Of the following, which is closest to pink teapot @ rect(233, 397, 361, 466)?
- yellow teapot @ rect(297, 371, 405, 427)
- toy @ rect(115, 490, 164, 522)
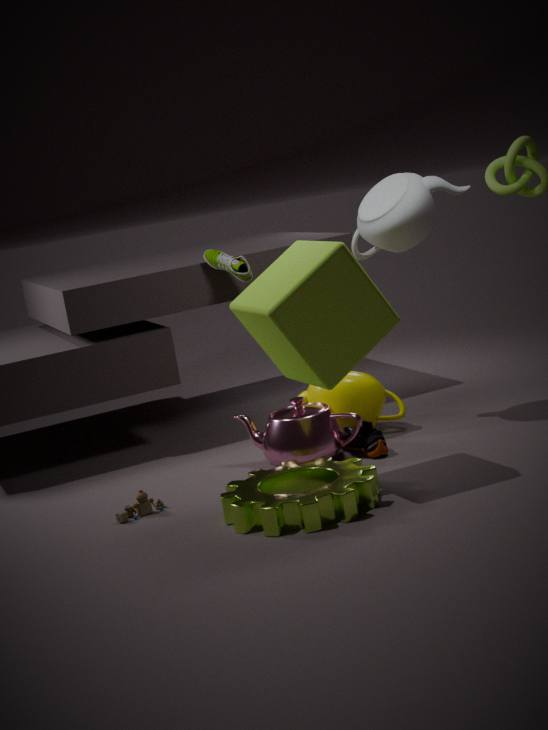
yellow teapot @ rect(297, 371, 405, 427)
